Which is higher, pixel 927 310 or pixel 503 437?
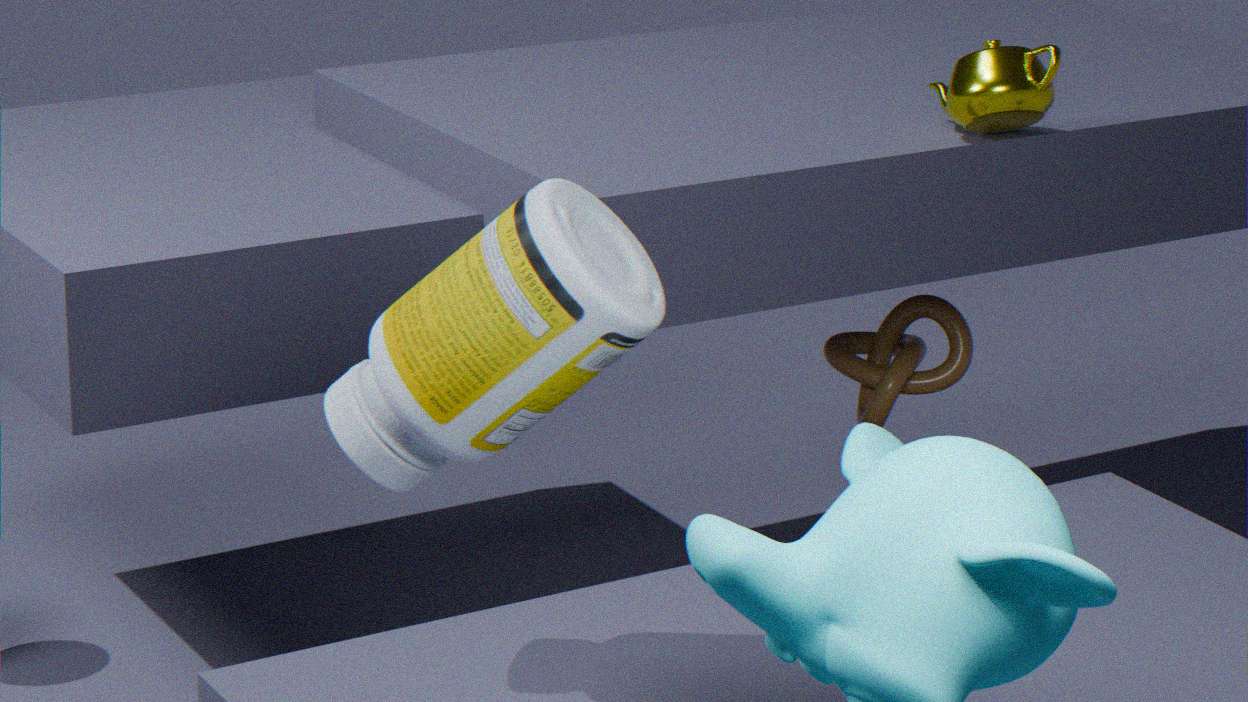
pixel 503 437
